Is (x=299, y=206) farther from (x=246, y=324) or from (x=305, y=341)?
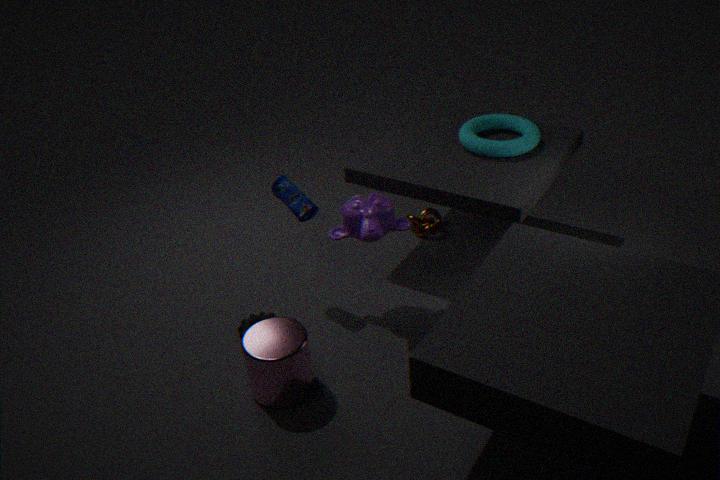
(x=305, y=341)
